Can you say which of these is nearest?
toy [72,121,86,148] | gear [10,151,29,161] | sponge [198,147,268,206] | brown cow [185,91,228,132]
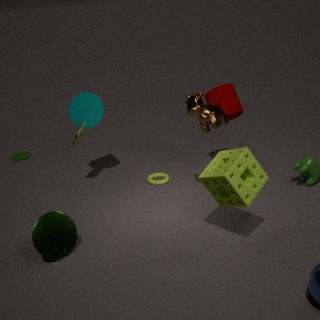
sponge [198,147,268,206]
